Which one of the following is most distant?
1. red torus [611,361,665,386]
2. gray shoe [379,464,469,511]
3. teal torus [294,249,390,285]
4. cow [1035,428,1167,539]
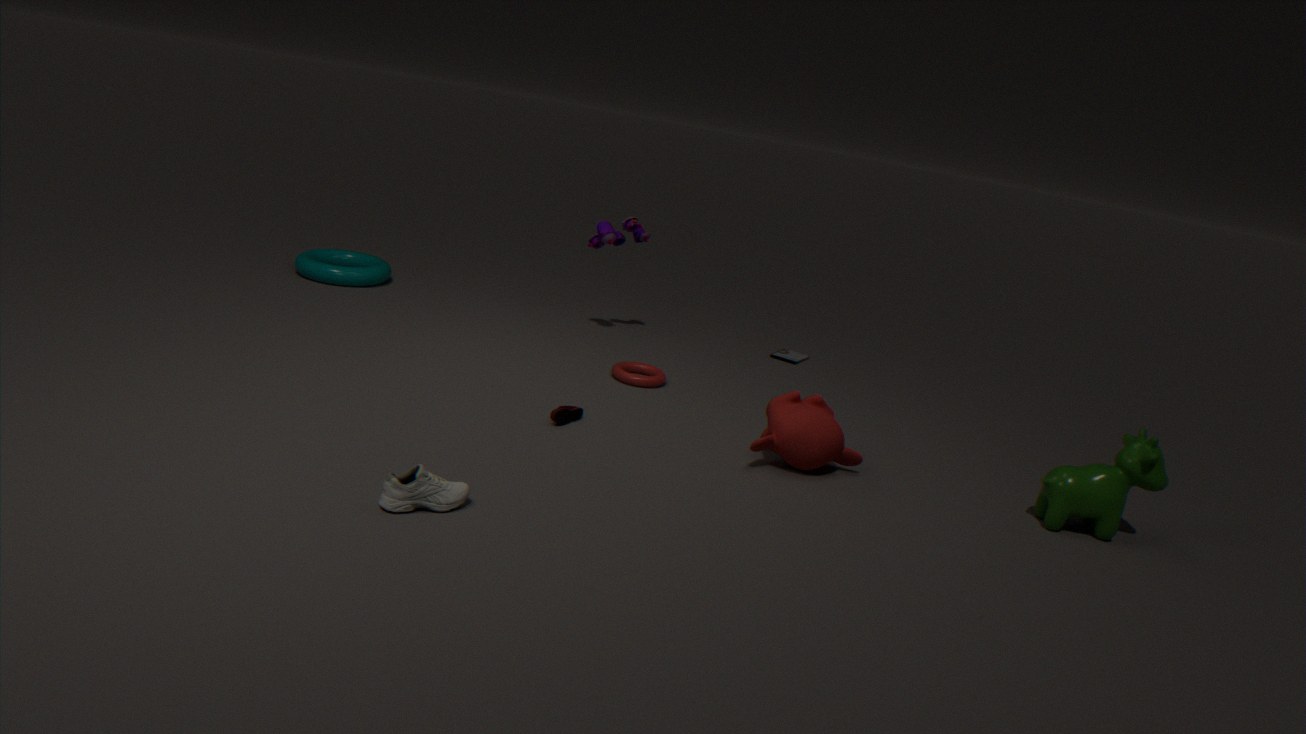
teal torus [294,249,390,285]
